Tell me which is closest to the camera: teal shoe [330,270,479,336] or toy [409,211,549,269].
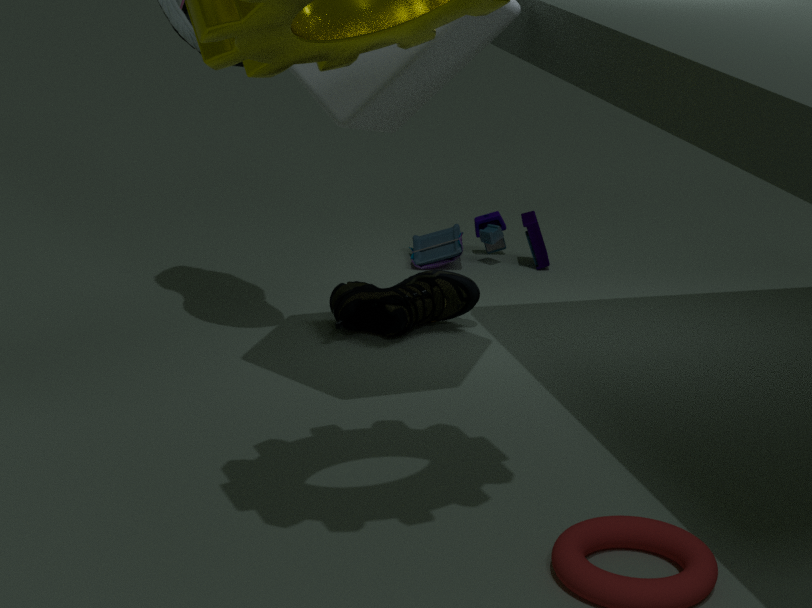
teal shoe [330,270,479,336]
